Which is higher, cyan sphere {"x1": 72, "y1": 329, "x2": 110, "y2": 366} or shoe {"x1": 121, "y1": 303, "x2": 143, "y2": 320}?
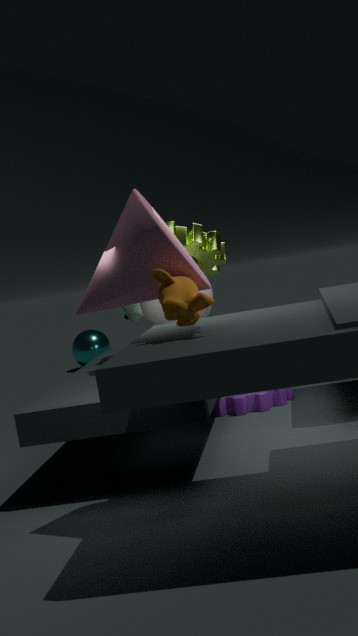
shoe {"x1": 121, "y1": 303, "x2": 143, "y2": 320}
